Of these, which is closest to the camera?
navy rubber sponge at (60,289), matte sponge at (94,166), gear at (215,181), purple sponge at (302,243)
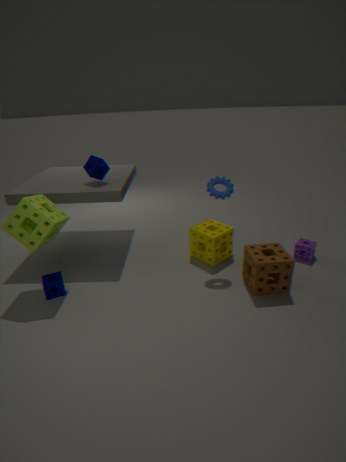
navy rubber sponge at (60,289)
